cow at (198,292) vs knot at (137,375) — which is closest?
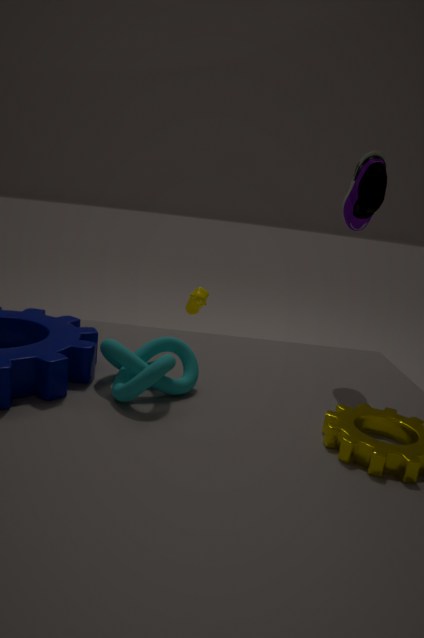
knot at (137,375)
